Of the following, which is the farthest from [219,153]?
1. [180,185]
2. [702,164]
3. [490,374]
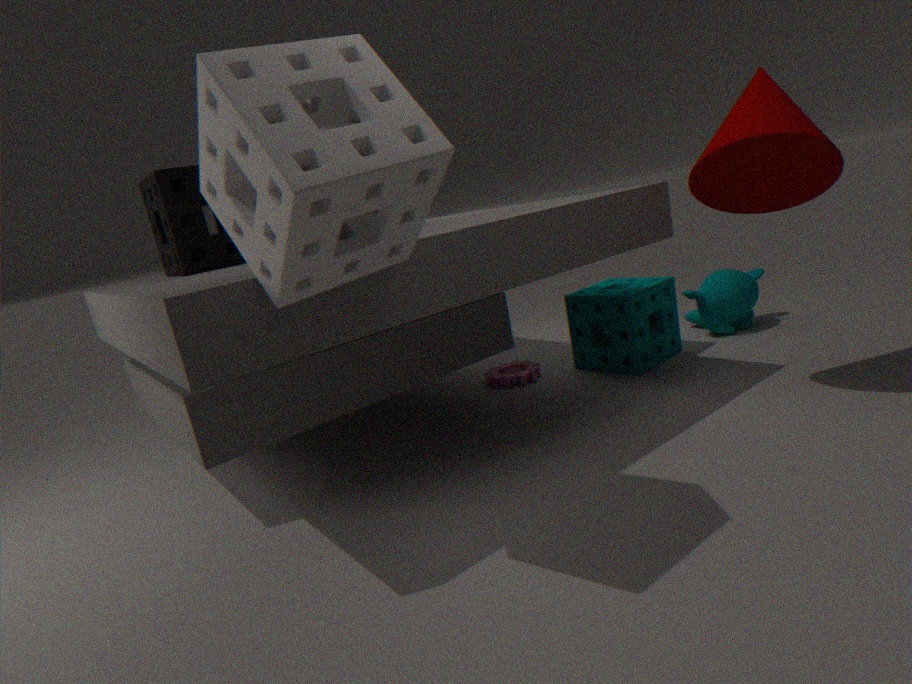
[490,374]
